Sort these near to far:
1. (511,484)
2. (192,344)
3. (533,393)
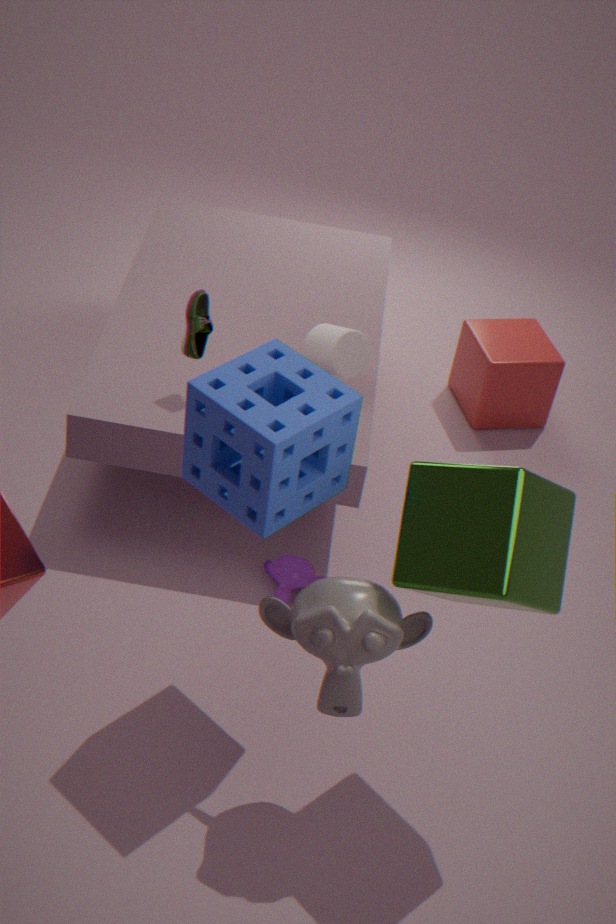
(511,484), (192,344), (533,393)
